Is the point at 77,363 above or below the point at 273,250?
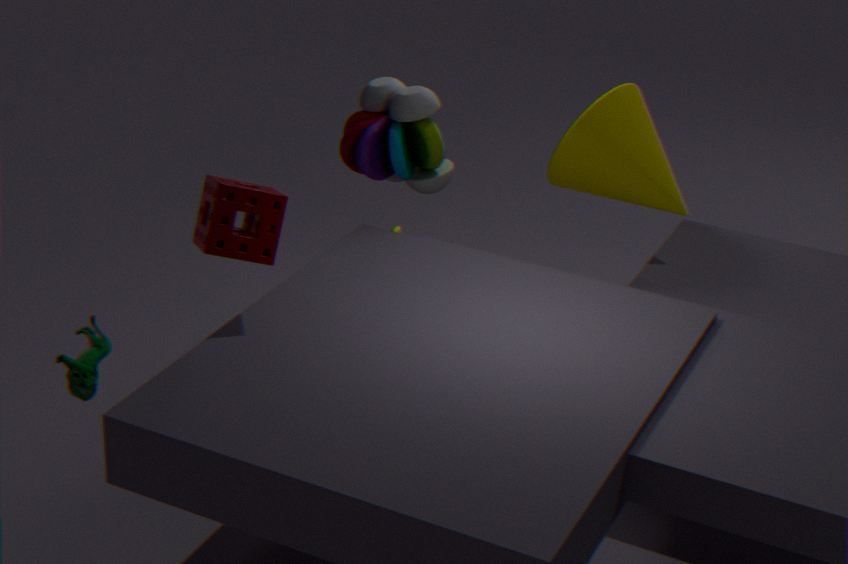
below
